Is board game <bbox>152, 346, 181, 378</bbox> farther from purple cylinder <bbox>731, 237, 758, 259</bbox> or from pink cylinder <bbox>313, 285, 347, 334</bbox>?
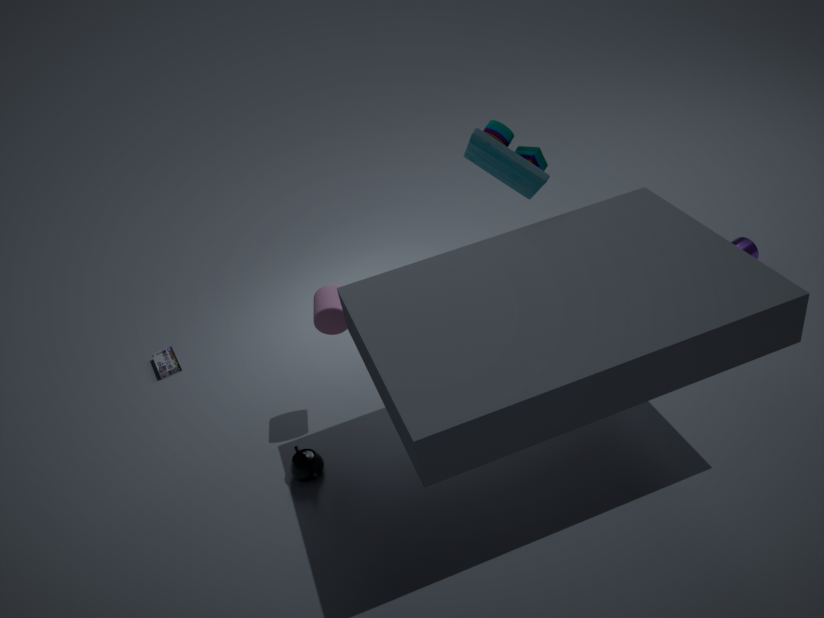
purple cylinder <bbox>731, 237, 758, 259</bbox>
